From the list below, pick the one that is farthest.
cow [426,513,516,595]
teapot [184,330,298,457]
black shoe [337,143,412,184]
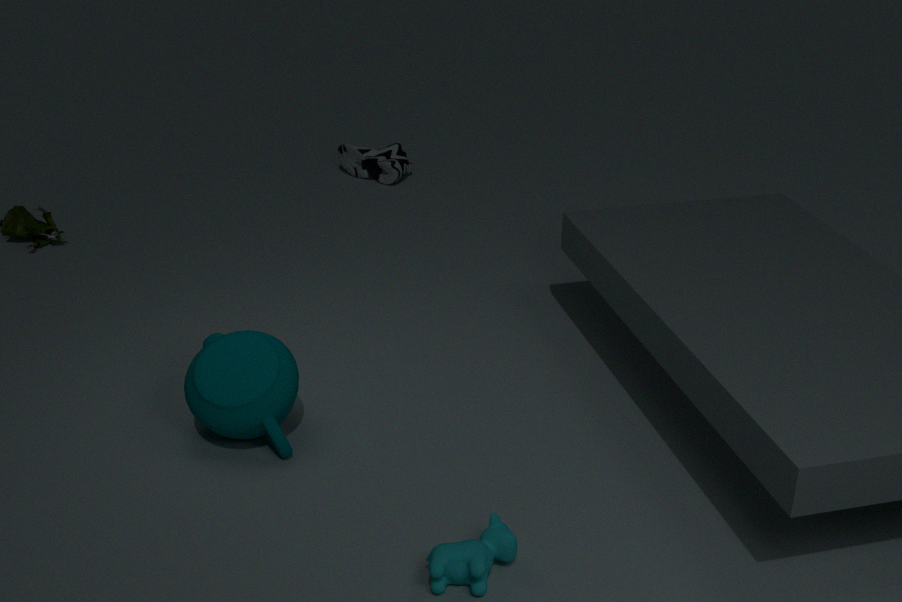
black shoe [337,143,412,184]
